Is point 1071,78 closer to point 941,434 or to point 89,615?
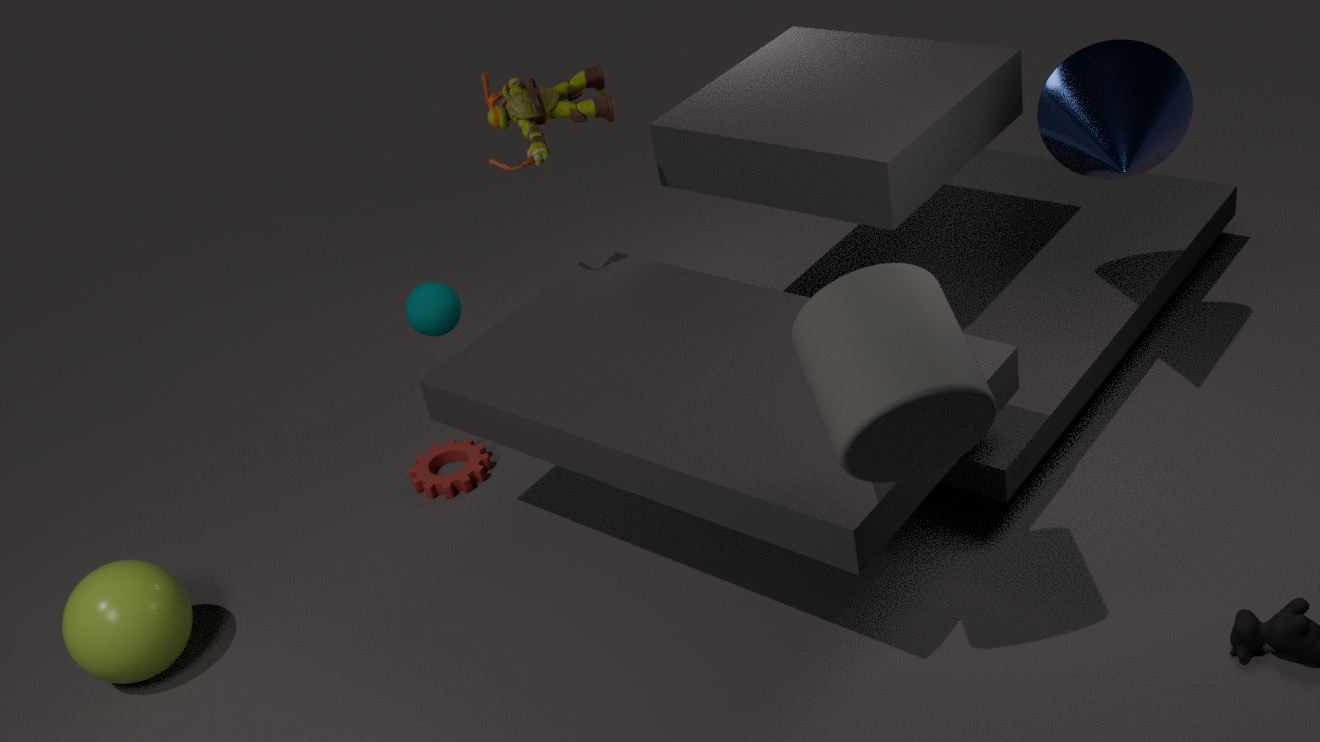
point 941,434
